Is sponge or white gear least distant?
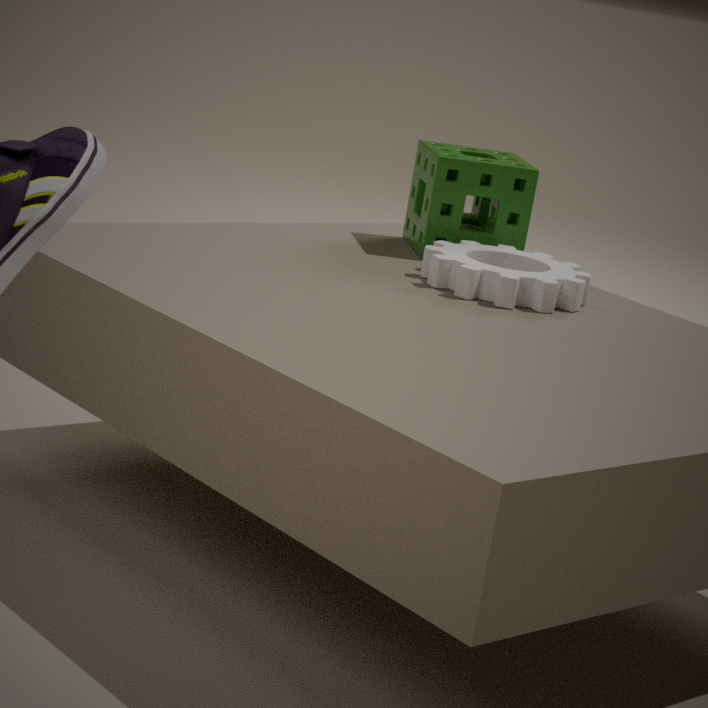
white gear
